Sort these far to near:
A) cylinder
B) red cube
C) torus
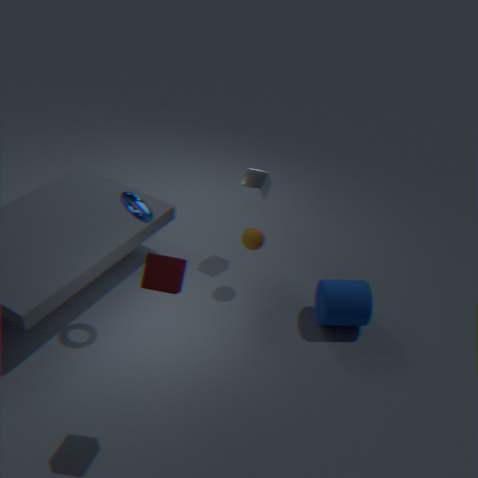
cylinder, torus, red cube
